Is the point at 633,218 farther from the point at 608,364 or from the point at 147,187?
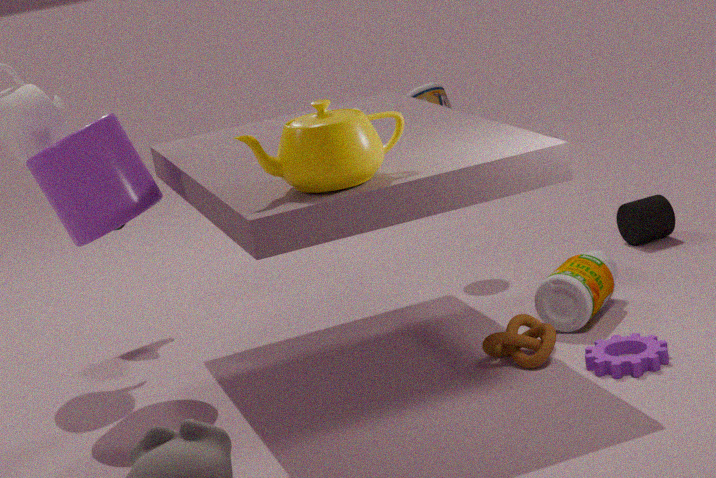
the point at 147,187
